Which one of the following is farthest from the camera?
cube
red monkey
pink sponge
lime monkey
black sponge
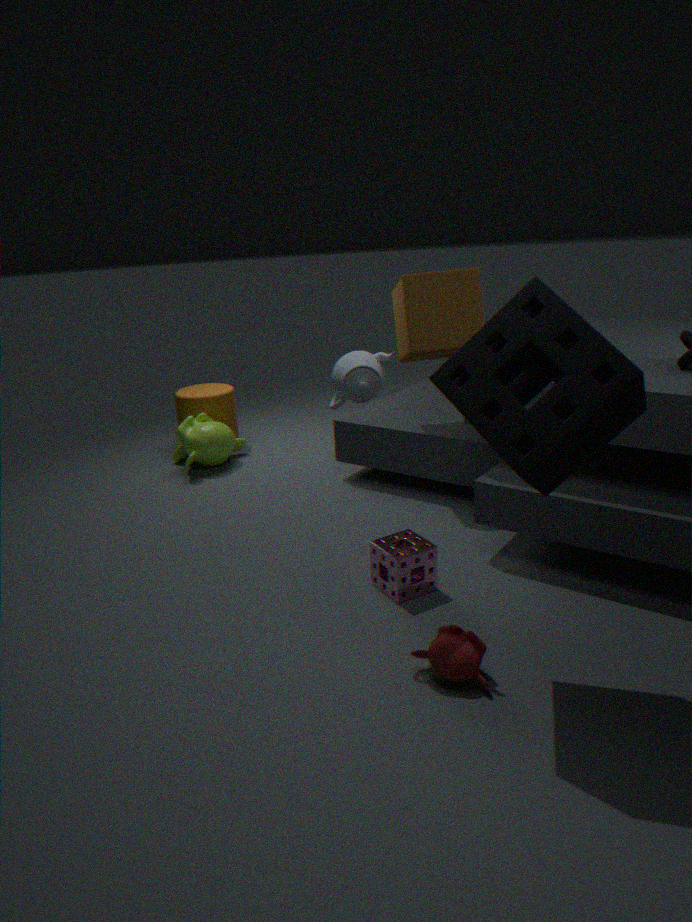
lime monkey
